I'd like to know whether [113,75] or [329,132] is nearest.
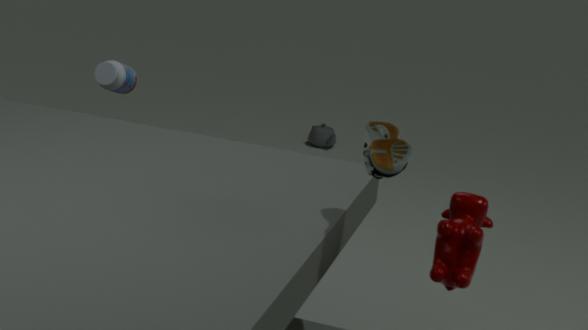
[113,75]
